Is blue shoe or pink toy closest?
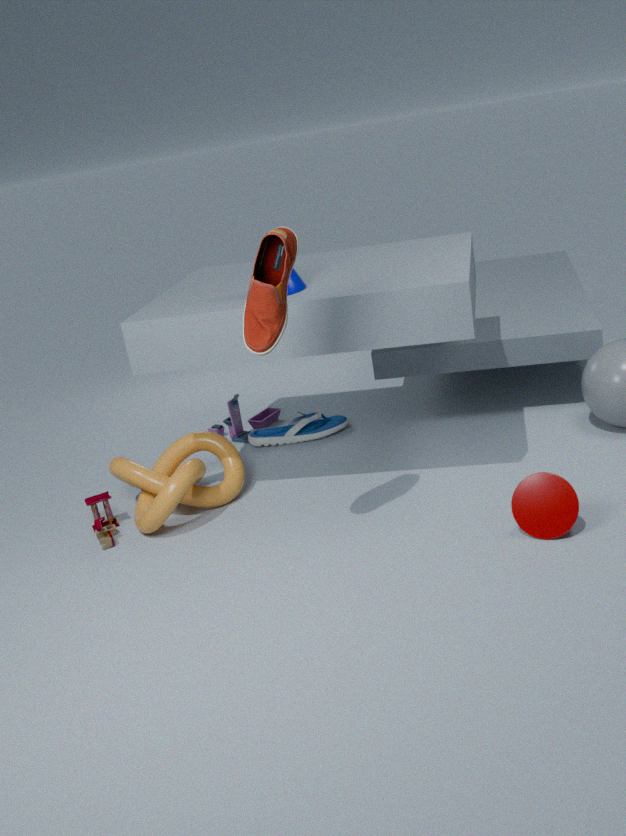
pink toy
